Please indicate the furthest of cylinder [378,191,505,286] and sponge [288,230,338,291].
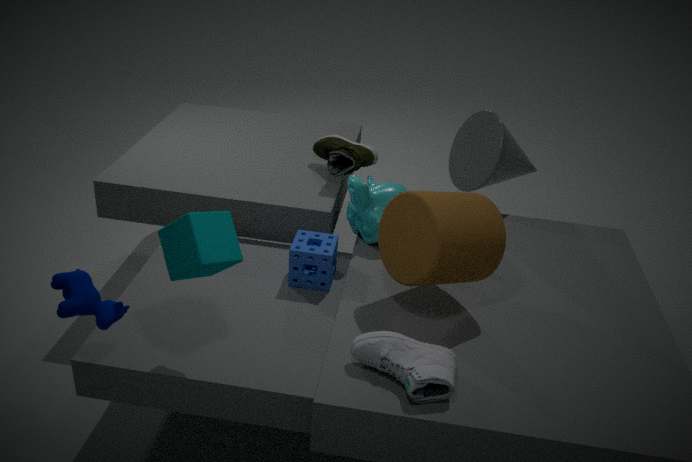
sponge [288,230,338,291]
